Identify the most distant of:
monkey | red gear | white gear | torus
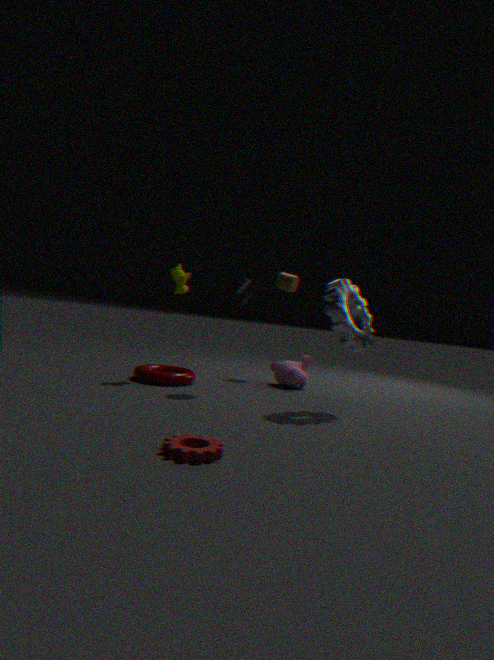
monkey
